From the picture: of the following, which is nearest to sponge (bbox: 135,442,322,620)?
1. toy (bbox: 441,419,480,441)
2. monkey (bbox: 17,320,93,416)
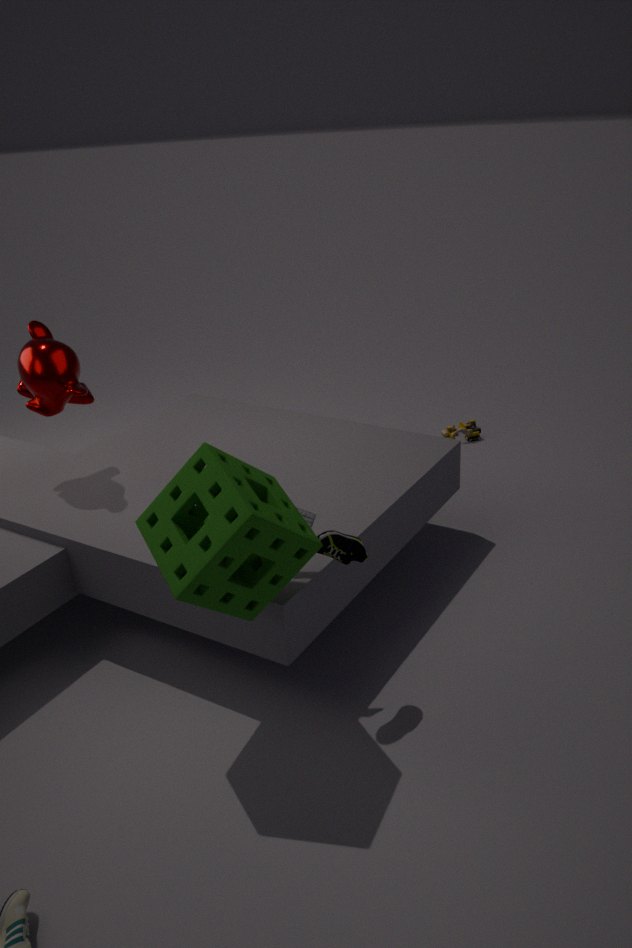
monkey (bbox: 17,320,93,416)
